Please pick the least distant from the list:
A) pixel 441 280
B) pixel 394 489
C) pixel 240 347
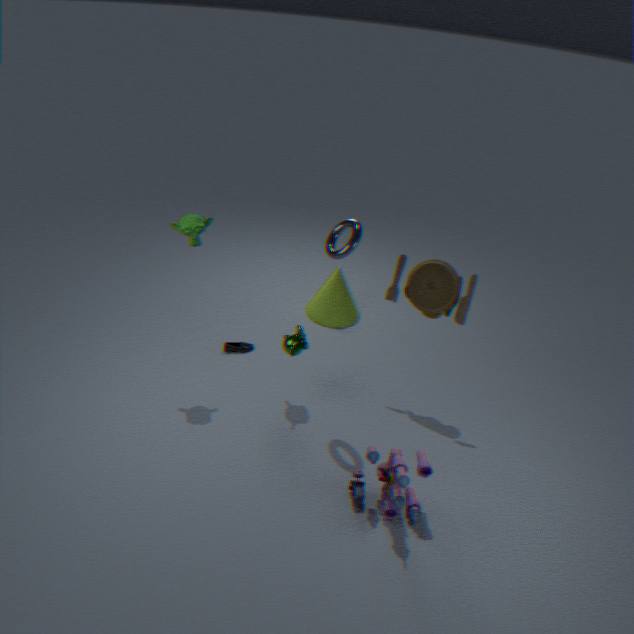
pixel 394 489
